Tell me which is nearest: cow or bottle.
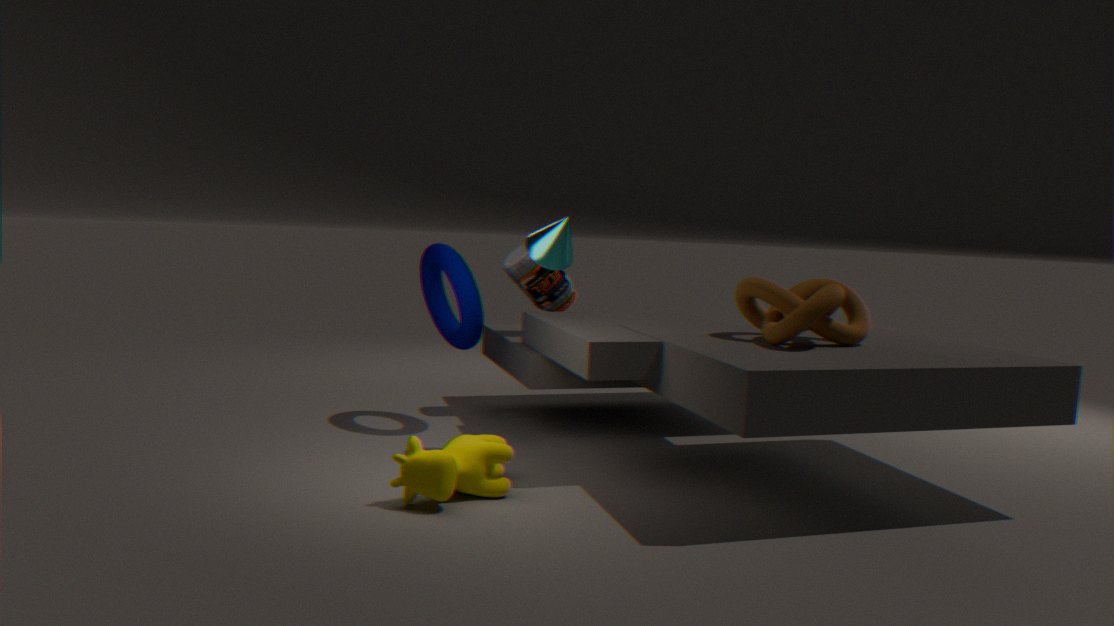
cow
